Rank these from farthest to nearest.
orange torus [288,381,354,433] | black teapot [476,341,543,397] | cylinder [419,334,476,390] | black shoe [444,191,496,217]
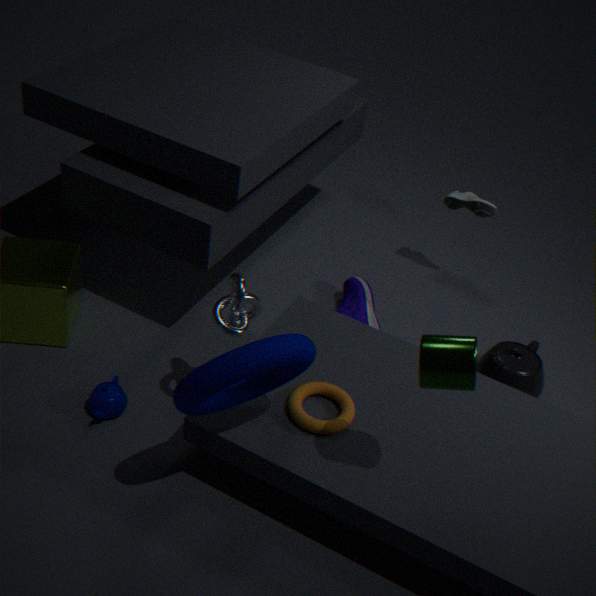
1. black shoe [444,191,496,217]
2. black teapot [476,341,543,397]
3. orange torus [288,381,354,433]
4. cylinder [419,334,476,390]
